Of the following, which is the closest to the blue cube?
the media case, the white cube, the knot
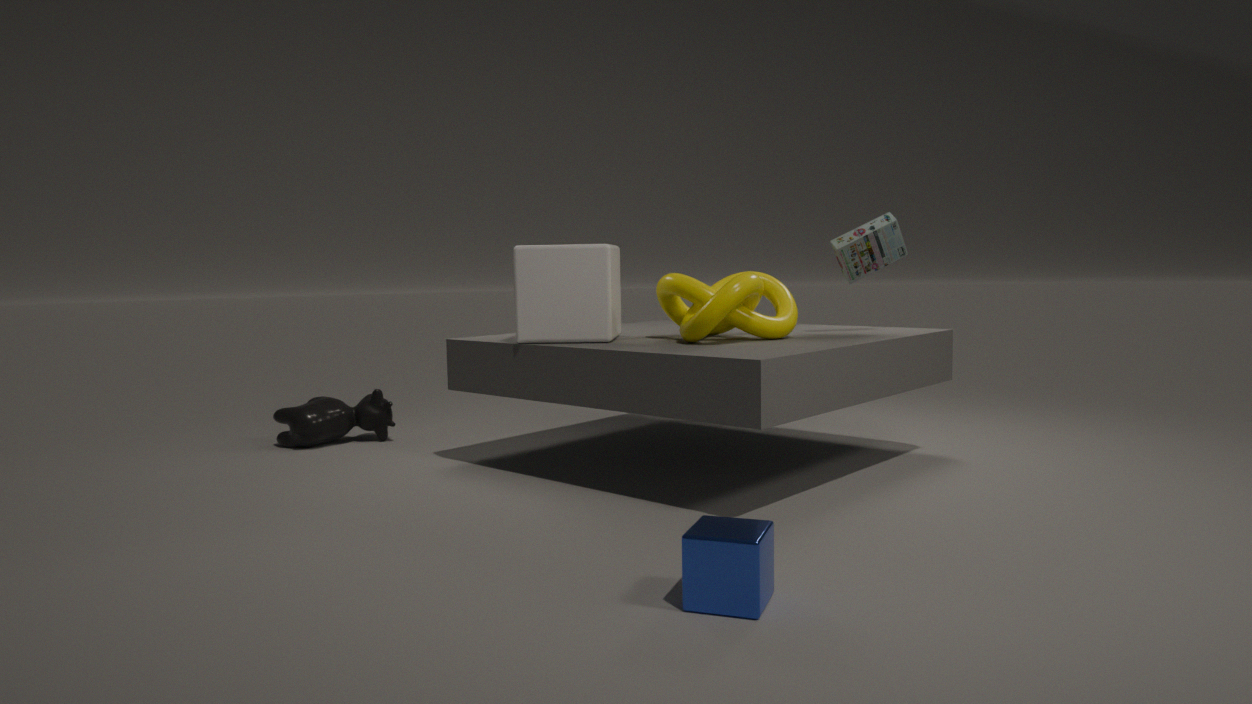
the knot
